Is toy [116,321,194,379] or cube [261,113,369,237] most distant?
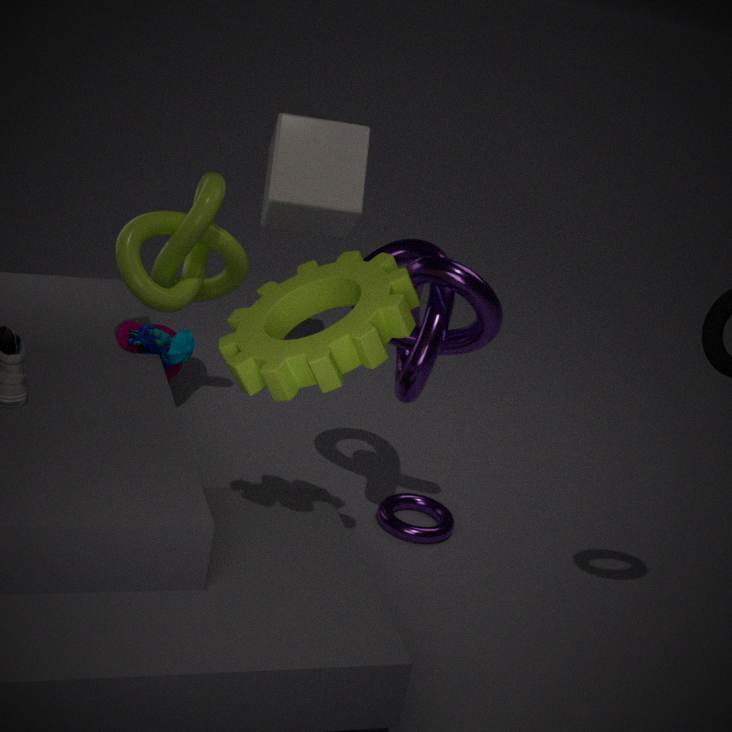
cube [261,113,369,237]
